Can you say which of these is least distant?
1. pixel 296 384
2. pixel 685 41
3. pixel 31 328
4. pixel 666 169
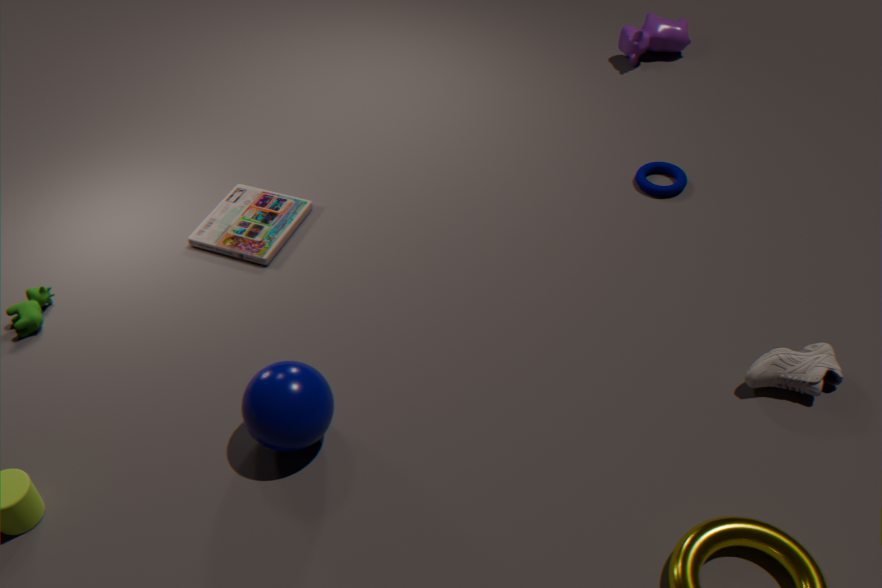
pixel 296 384
